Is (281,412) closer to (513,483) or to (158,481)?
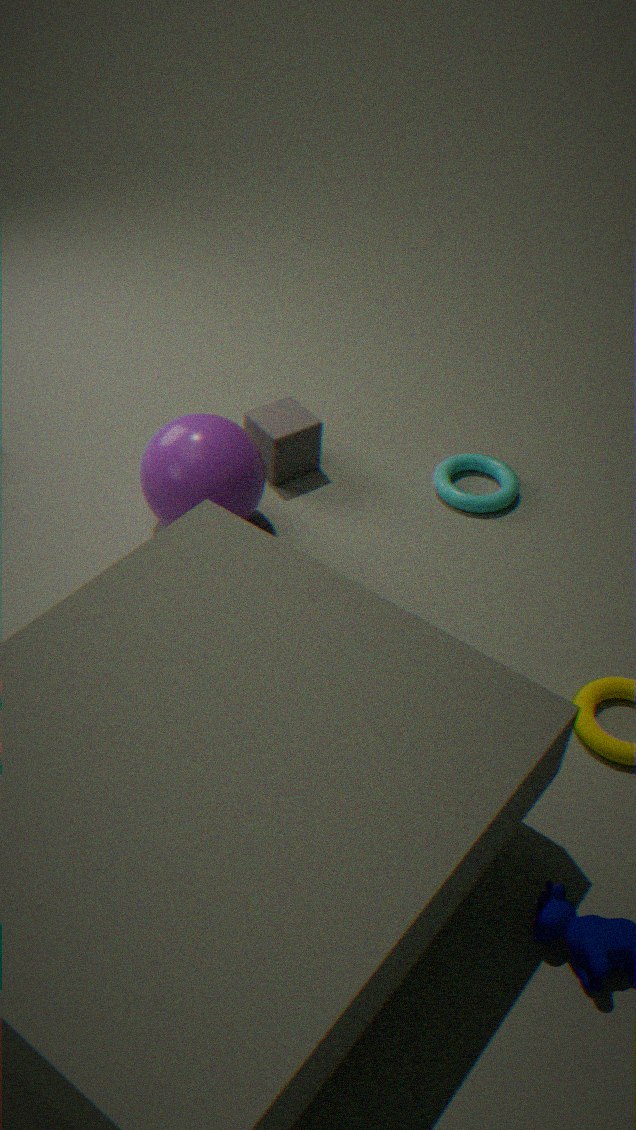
(158,481)
